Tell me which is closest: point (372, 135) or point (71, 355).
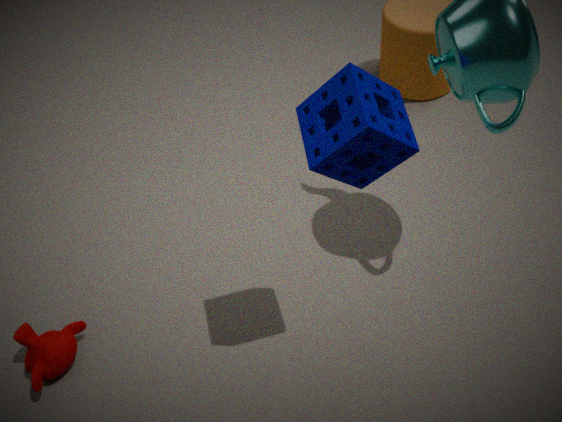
point (372, 135)
